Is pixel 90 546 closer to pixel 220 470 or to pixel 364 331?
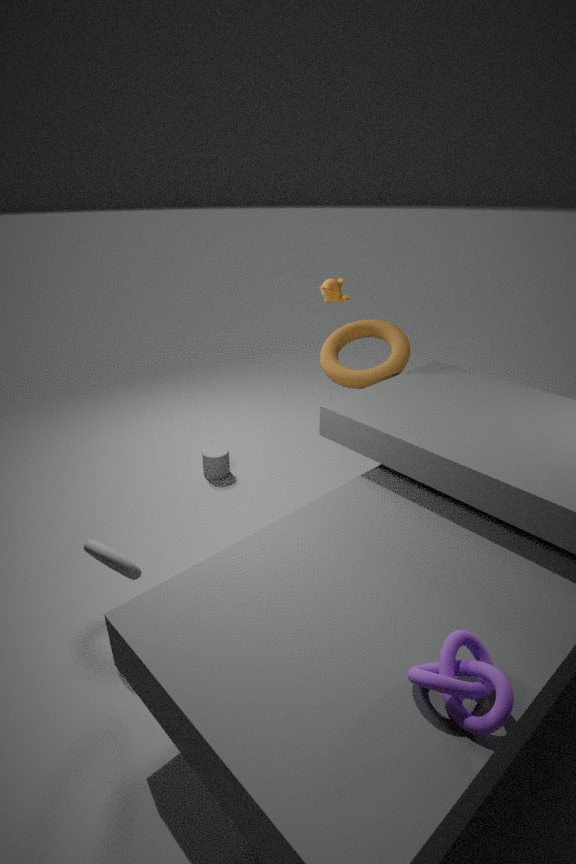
pixel 220 470
